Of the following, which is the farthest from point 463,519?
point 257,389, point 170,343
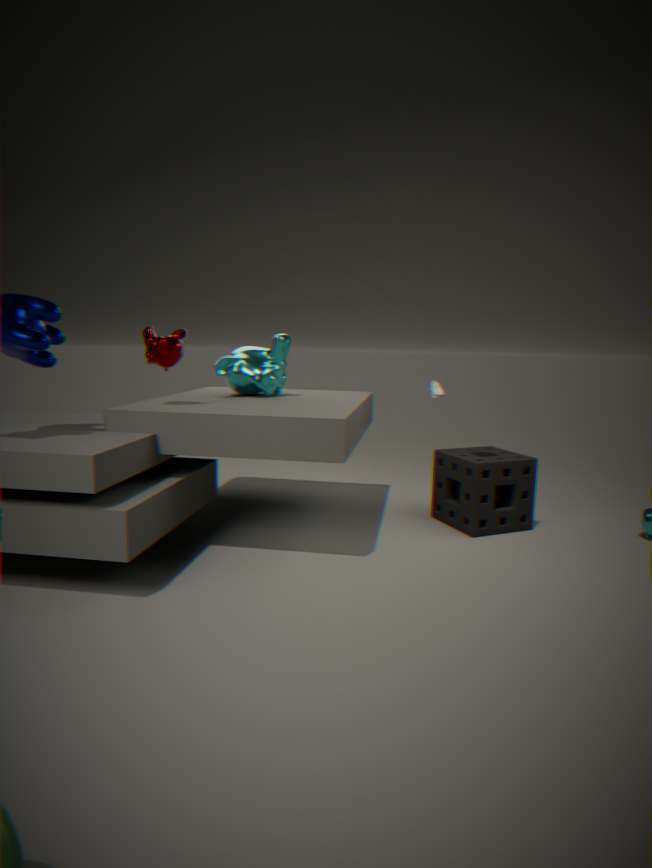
point 170,343
